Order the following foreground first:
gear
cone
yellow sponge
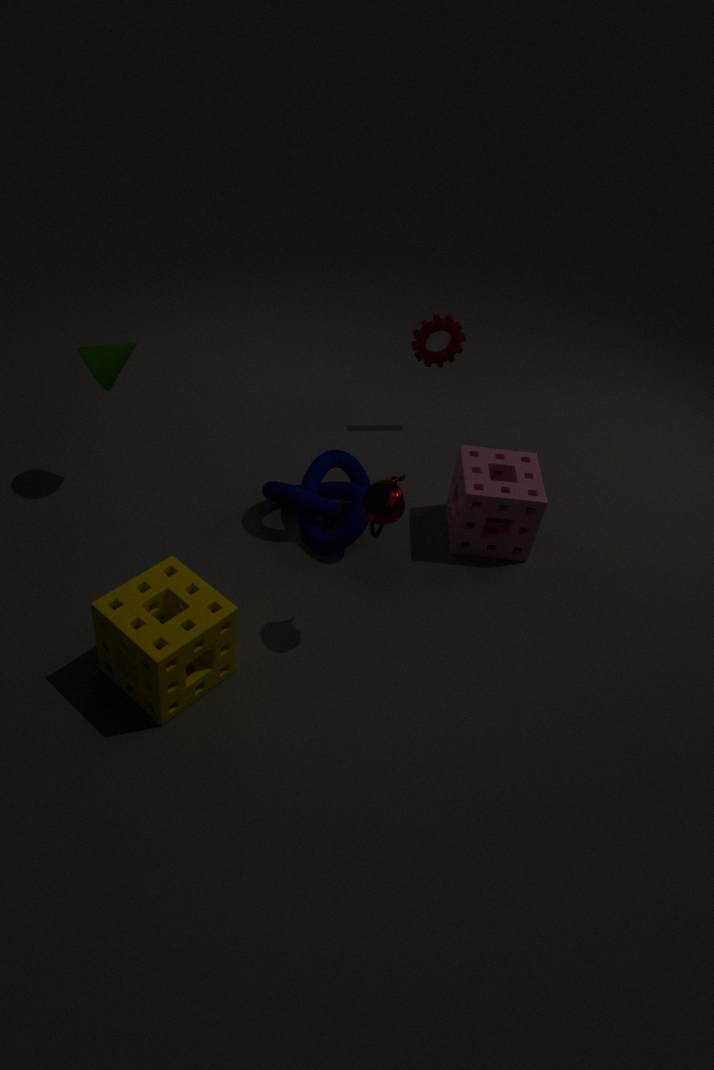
yellow sponge < cone < gear
